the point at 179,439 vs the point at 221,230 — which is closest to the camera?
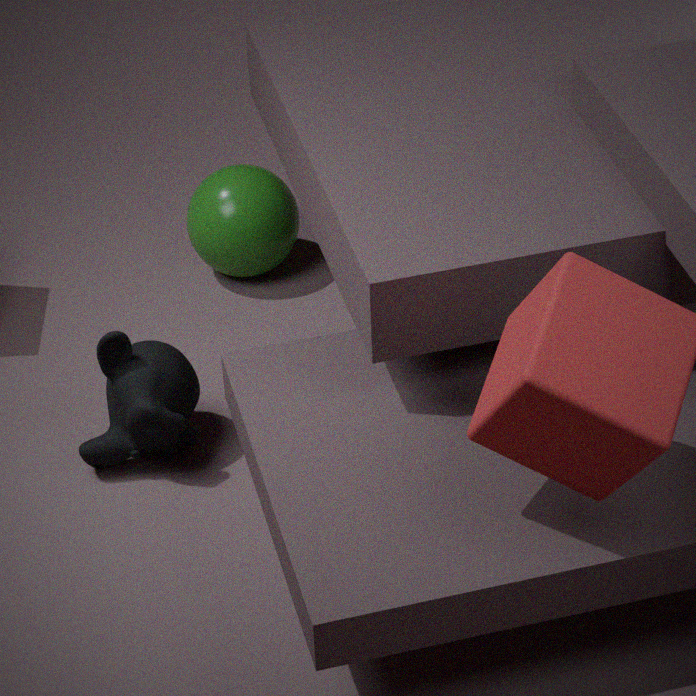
the point at 179,439
